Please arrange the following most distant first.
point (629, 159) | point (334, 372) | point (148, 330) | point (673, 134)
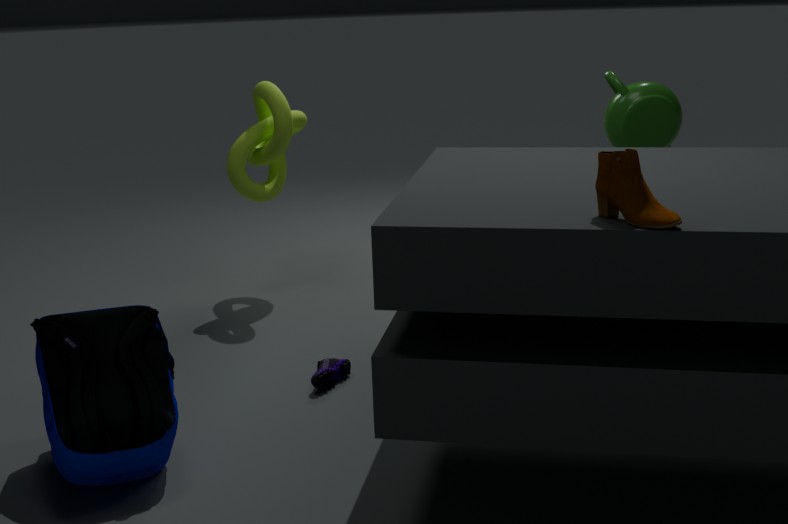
point (673, 134) < point (334, 372) < point (148, 330) < point (629, 159)
